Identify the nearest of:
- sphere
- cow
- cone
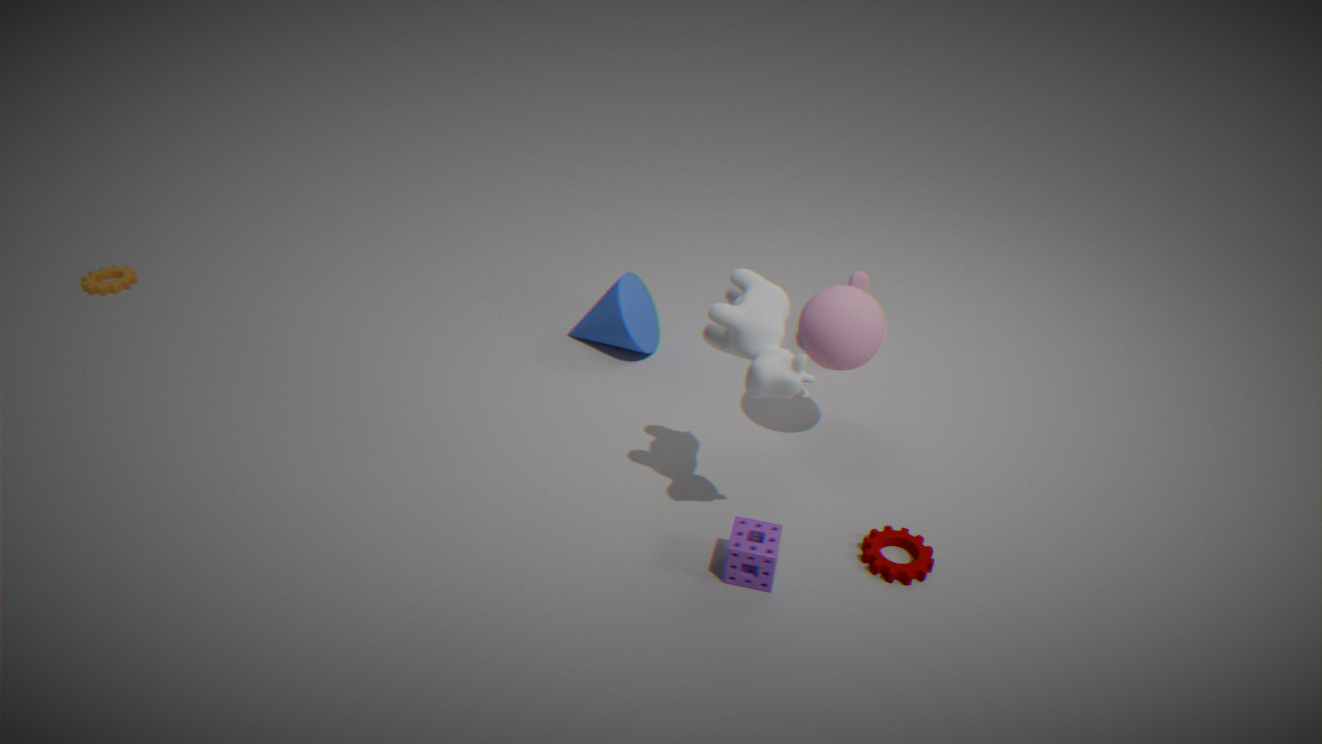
cow
